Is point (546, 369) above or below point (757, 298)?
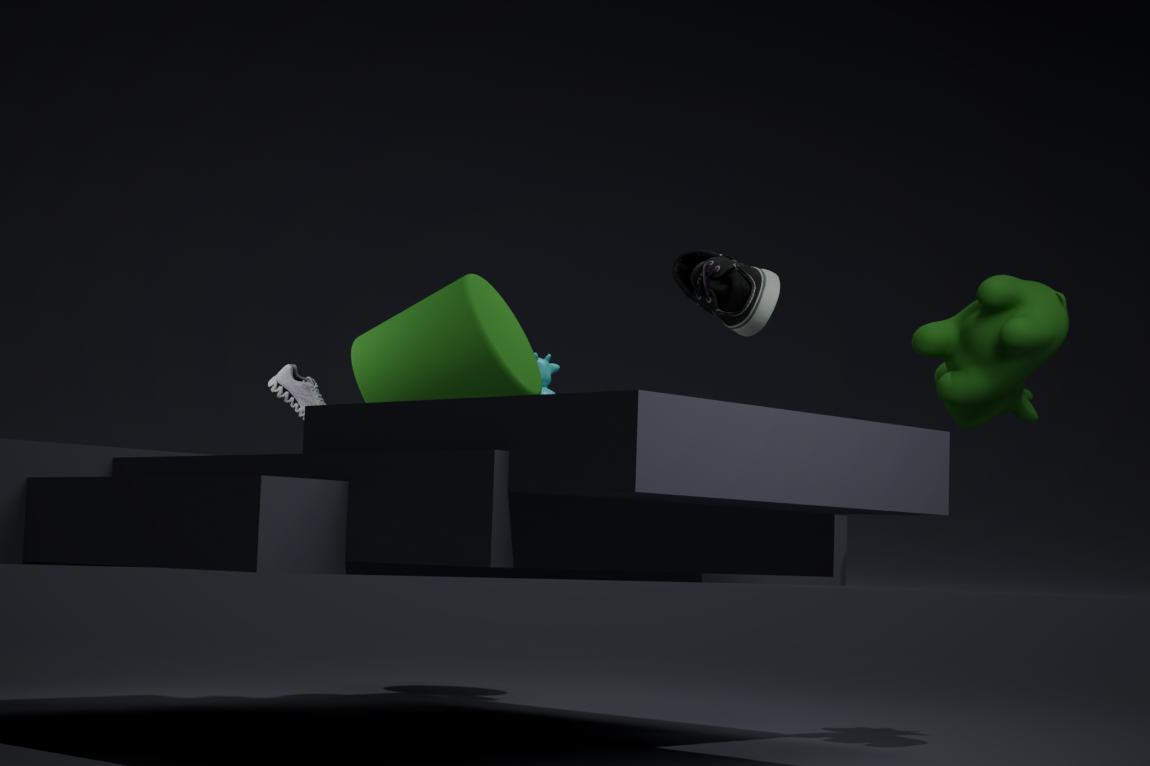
below
